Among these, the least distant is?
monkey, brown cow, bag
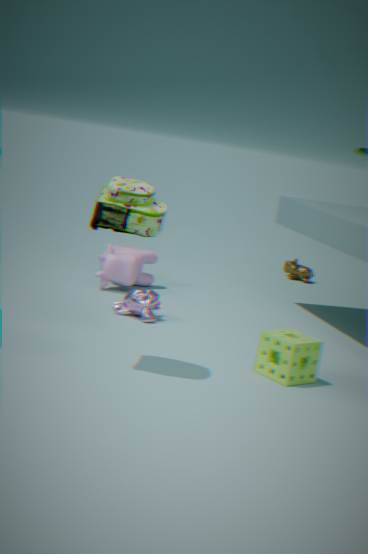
bag
